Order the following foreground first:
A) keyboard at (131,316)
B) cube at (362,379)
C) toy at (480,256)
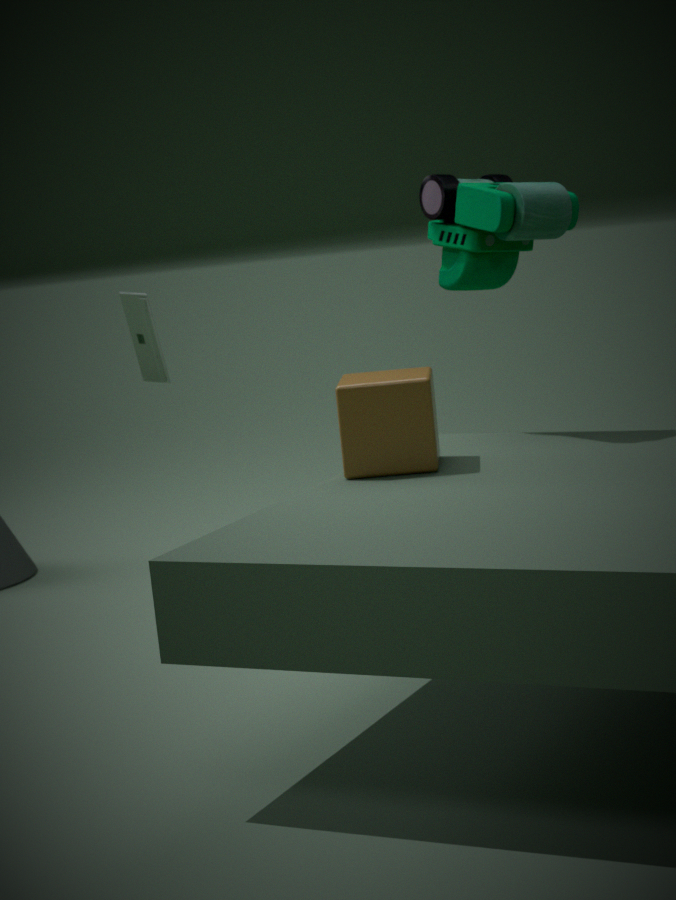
cube at (362,379), toy at (480,256), keyboard at (131,316)
